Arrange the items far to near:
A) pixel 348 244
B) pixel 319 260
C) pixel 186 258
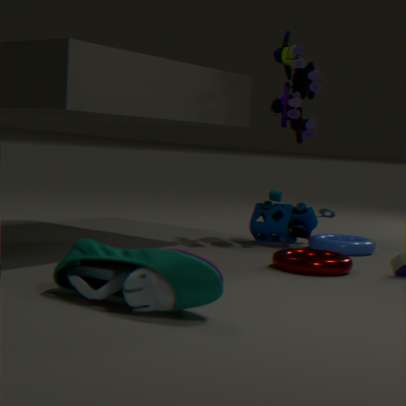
pixel 348 244 < pixel 319 260 < pixel 186 258
